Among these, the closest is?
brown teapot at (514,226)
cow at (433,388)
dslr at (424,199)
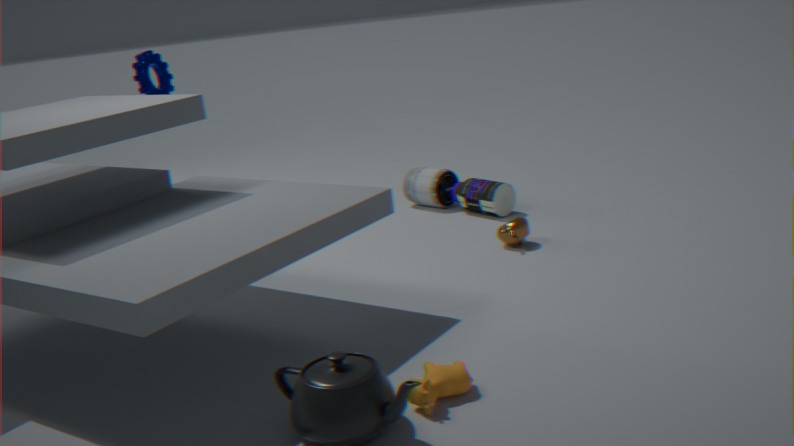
cow at (433,388)
